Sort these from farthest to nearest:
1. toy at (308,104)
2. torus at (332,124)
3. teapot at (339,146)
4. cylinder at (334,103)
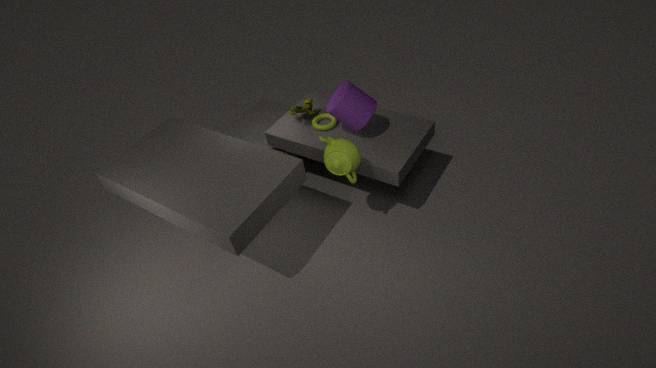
torus at (332,124) → toy at (308,104) → cylinder at (334,103) → teapot at (339,146)
